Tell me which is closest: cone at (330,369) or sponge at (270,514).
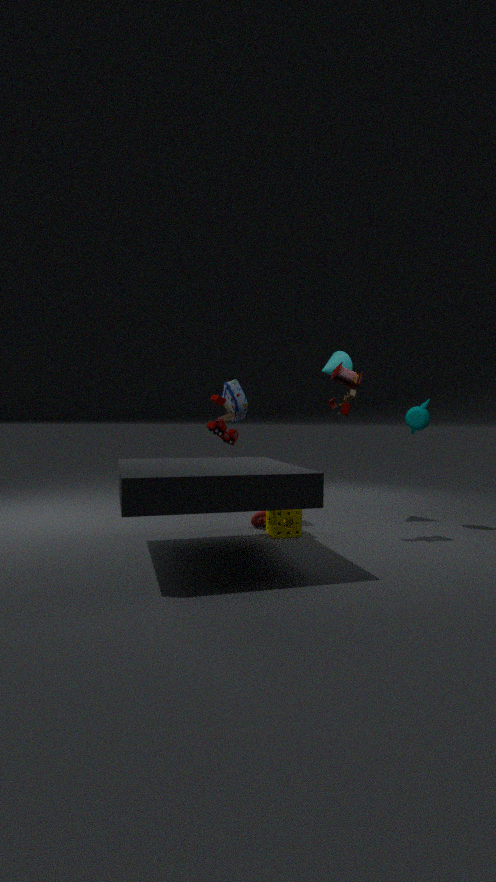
sponge at (270,514)
